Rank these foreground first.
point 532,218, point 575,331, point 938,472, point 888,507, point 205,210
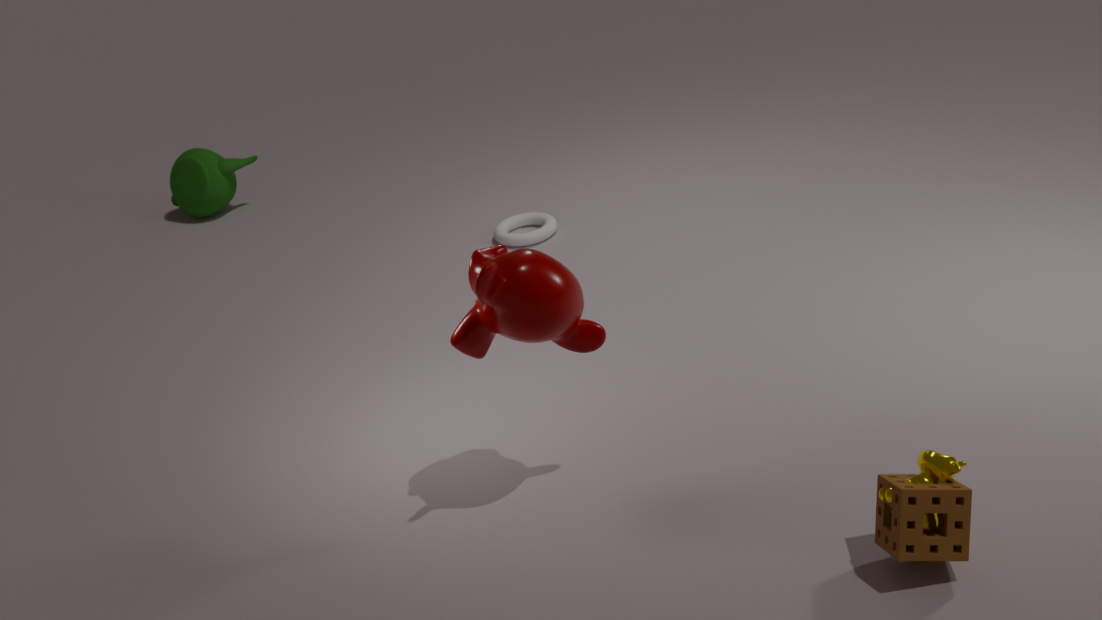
point 938,472 < point 888,507 < point 575,331 < point 532,218 < point 205,210
